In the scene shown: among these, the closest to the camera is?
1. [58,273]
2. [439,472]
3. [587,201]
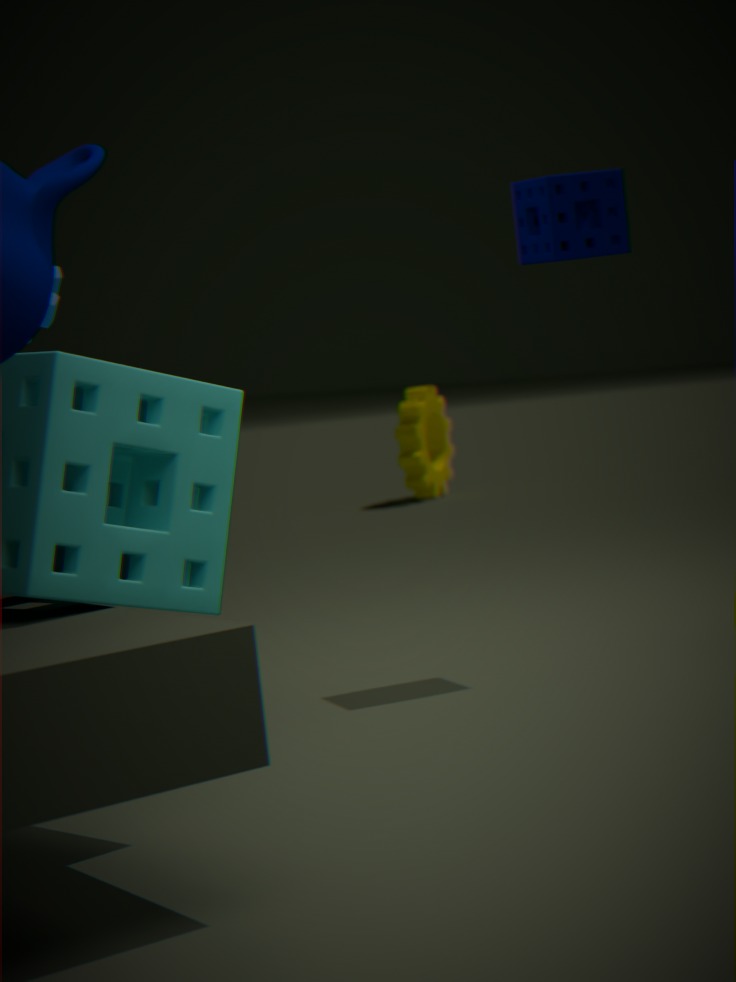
[58,273]
